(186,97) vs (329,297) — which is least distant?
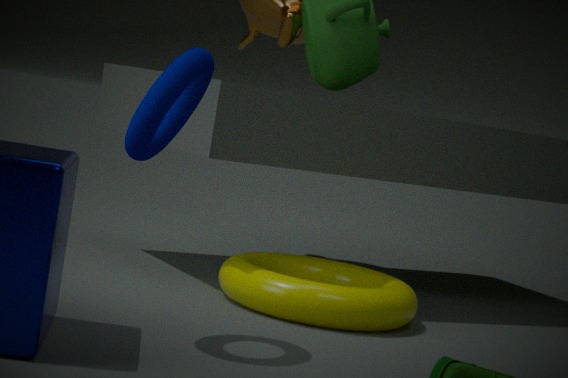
(186,97)
